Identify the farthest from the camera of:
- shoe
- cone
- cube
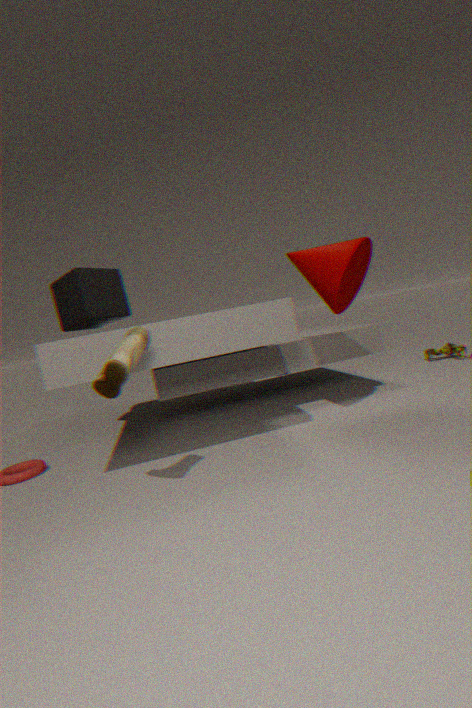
cube
